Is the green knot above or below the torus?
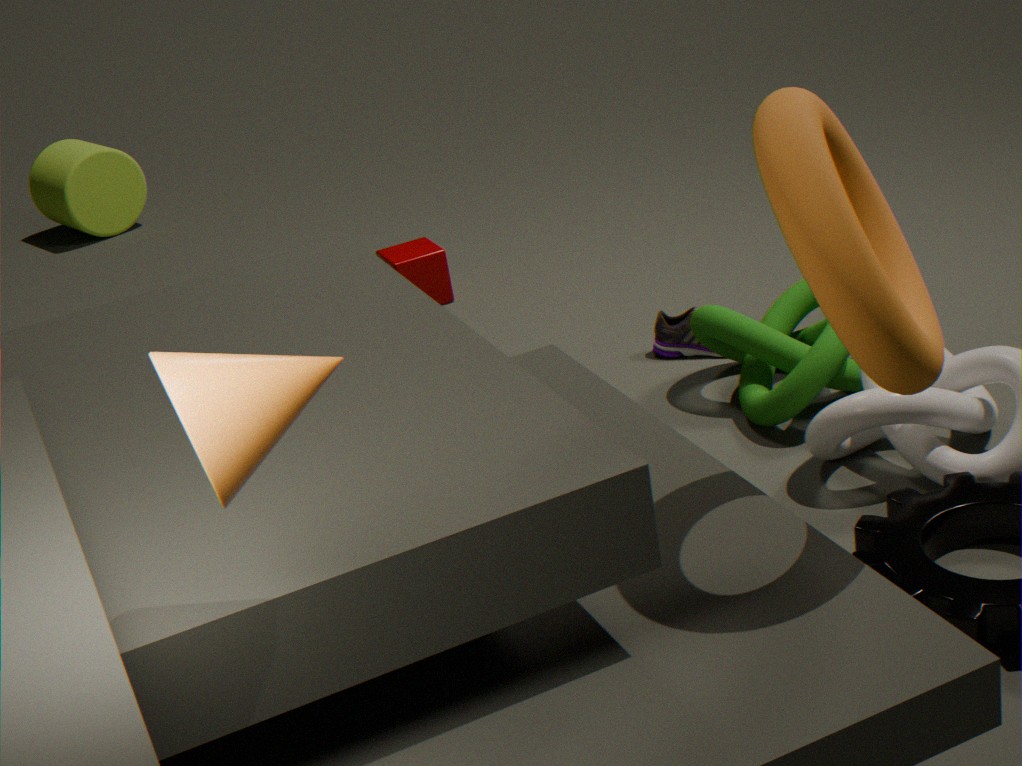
below
